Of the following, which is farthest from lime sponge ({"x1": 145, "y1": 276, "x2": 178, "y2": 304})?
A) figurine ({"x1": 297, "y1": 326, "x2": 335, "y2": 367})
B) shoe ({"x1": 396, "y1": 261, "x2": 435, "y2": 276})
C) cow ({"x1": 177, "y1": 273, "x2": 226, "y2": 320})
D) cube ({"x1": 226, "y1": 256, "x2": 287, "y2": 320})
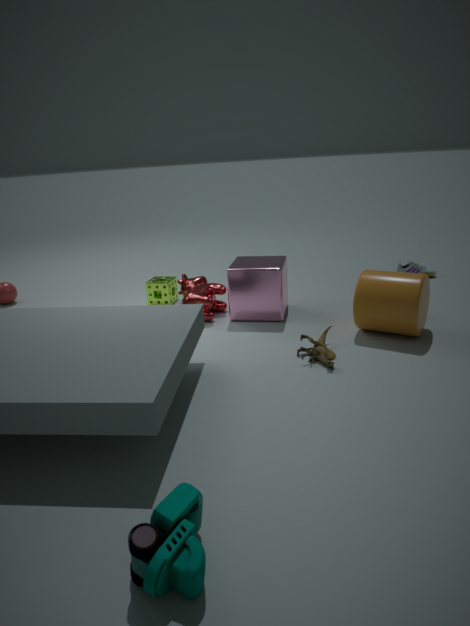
shoe ({"x1": 396, "y1": 261, "x2": 435, "y2": 276})
